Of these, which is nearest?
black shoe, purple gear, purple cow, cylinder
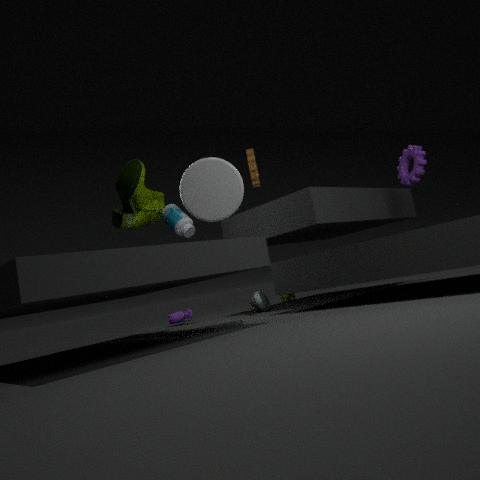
cylinder
